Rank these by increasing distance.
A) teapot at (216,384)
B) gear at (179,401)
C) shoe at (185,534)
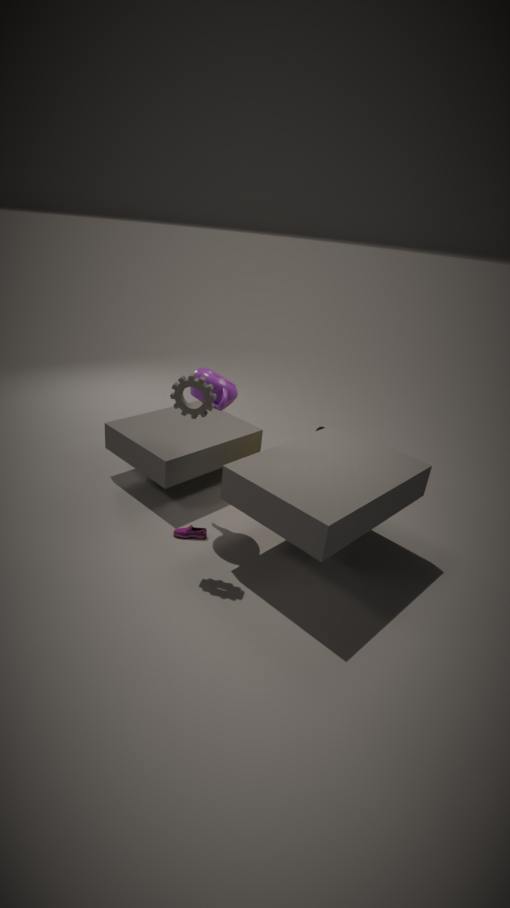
gear at (179,401) < teapot at (216,384) < shoe at (185,534)
